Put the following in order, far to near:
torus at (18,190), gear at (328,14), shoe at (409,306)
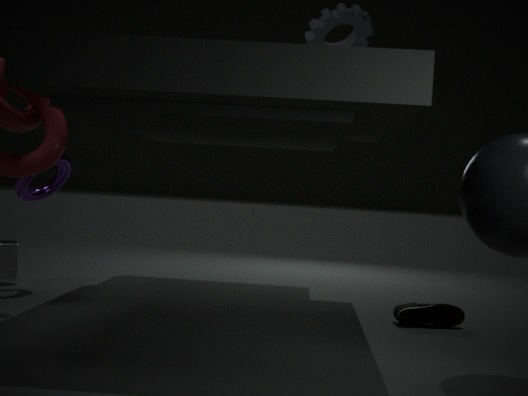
torus at (18,190), gear at (328,14), shoe at (409,306)
